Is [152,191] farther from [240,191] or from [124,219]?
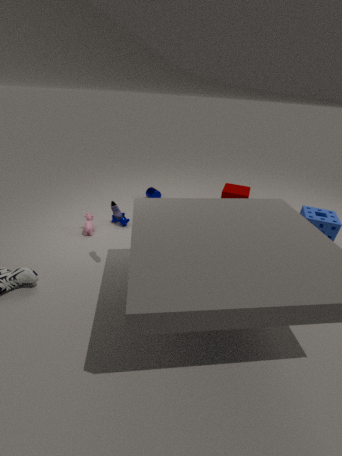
[240,191]
